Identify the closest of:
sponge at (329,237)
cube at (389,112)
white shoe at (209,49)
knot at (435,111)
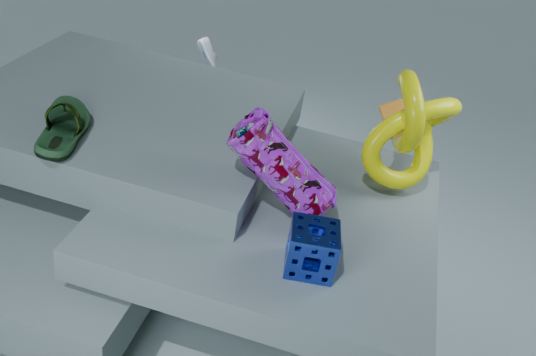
sponge at (329,237)
